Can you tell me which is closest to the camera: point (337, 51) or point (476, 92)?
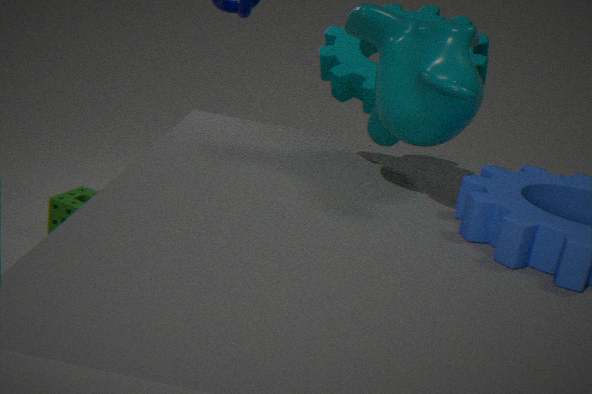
point (476, 92)
